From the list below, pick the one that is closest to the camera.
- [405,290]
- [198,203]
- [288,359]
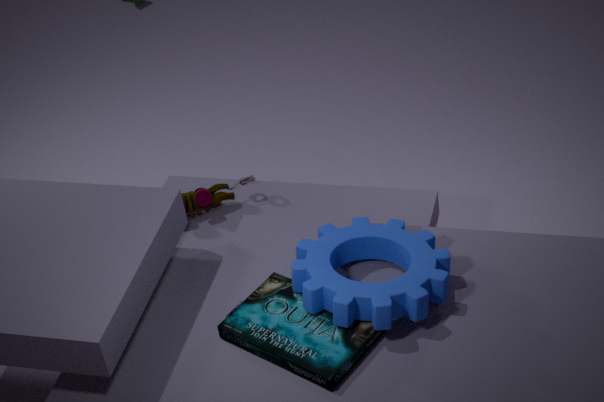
[288,359]
